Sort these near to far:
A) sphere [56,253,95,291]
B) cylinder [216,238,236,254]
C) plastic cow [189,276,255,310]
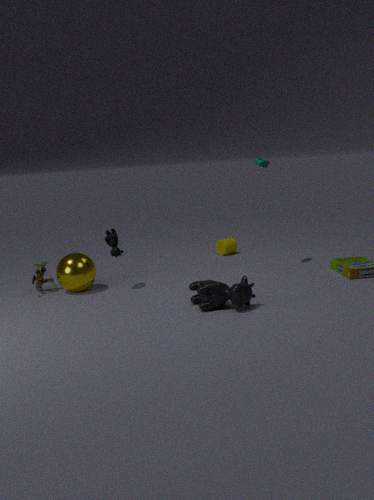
plastic cow [189,276,255,310] → sphere [56,253,95,291] → cylinder [216,238,236,254]
